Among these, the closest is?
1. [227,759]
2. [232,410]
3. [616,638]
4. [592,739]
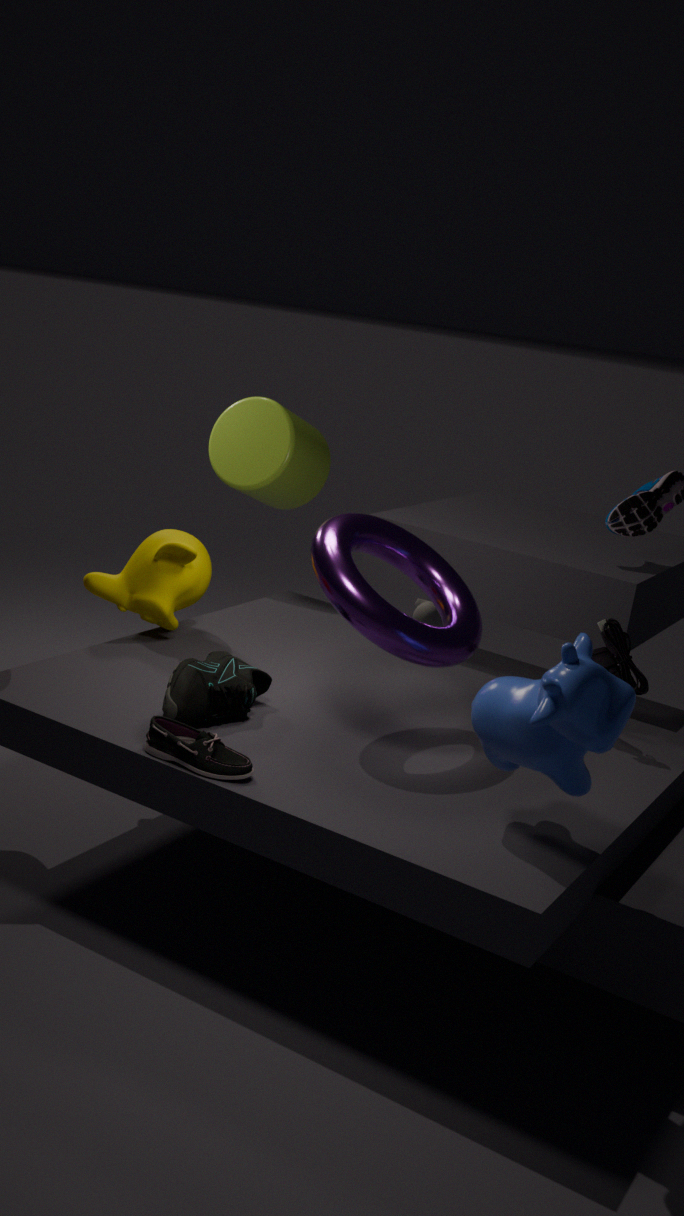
[592,739]
